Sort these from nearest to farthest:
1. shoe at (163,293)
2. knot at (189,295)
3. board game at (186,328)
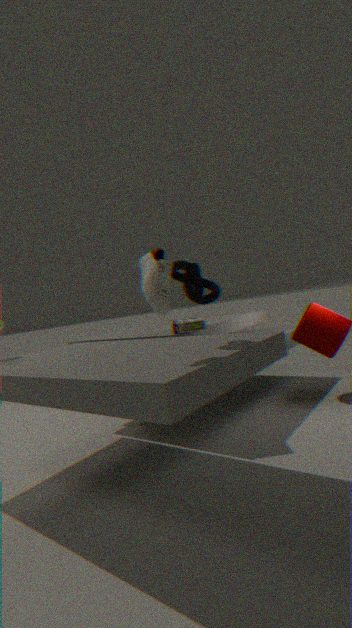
1. shoe at (163,293)
2. knot at (189,295)
3. board game at (186,328)
